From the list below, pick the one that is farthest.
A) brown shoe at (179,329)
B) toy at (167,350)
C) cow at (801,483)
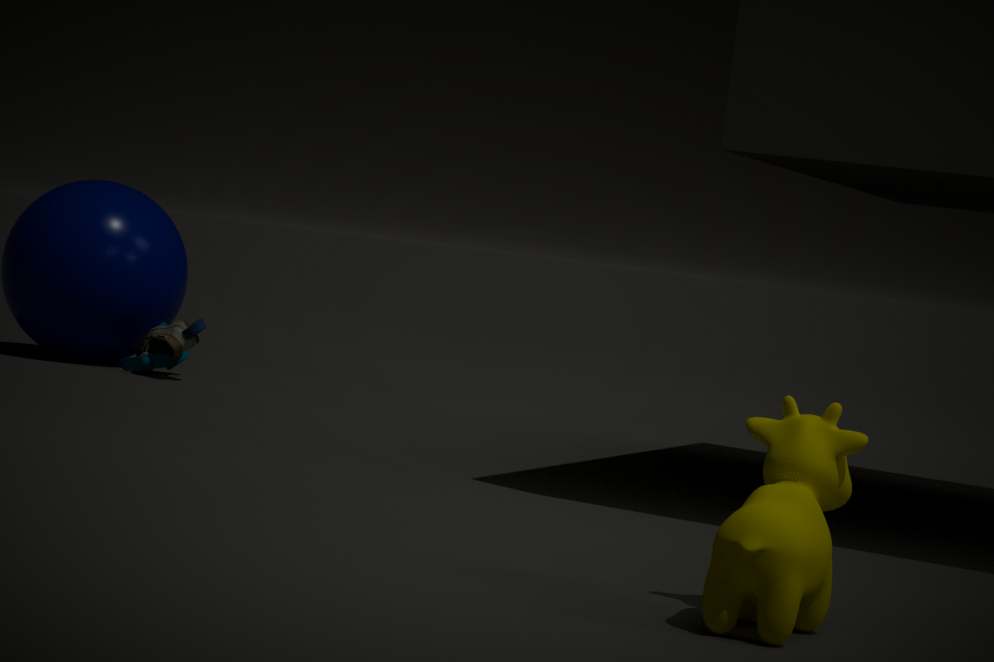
toy at (167,350)
